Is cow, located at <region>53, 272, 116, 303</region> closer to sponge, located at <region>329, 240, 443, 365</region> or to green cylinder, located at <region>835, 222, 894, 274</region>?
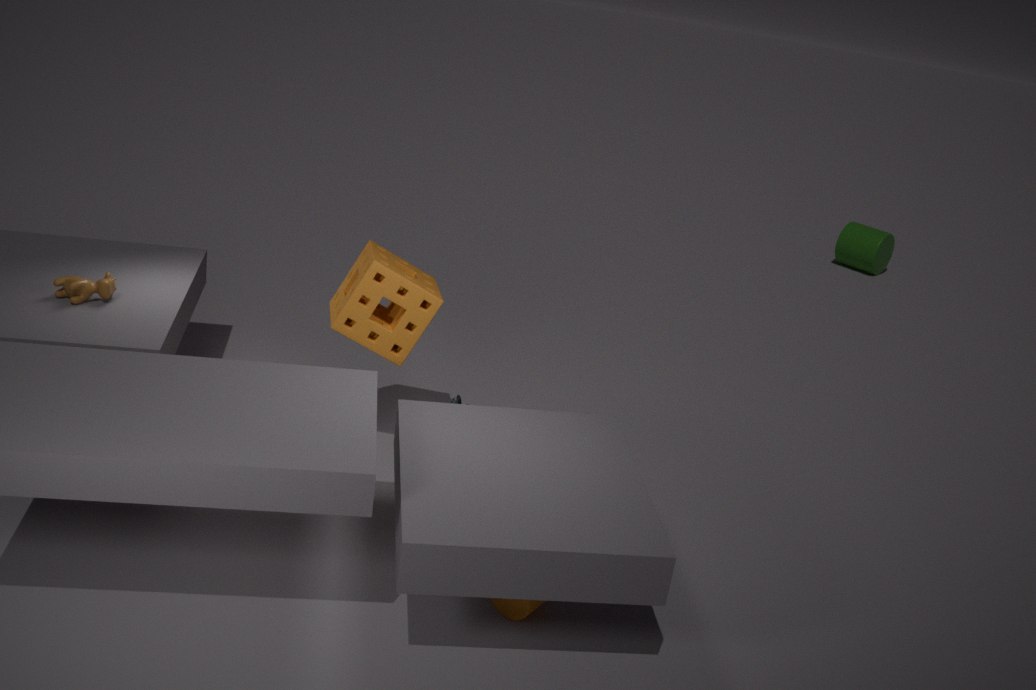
sponge, located at <region>329, 240, 443, 365</region>
